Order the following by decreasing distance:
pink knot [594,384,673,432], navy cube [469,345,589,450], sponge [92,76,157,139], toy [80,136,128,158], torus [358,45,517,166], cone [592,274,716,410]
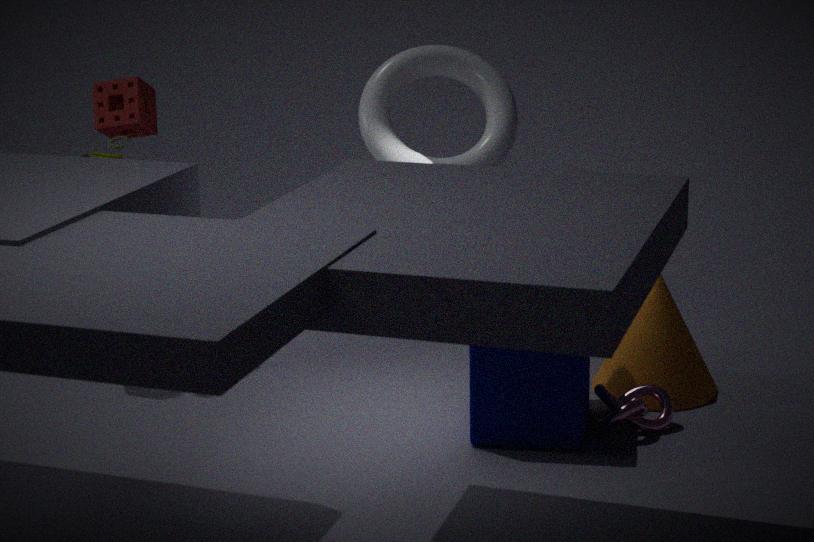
sponge [92,76,157,139] < toy [80,136,128,158] < cone [592,274,716,410] < torus [358,45,517,166] < pink knot [594,384,673,432] < navy cube [469,345,589,450]
